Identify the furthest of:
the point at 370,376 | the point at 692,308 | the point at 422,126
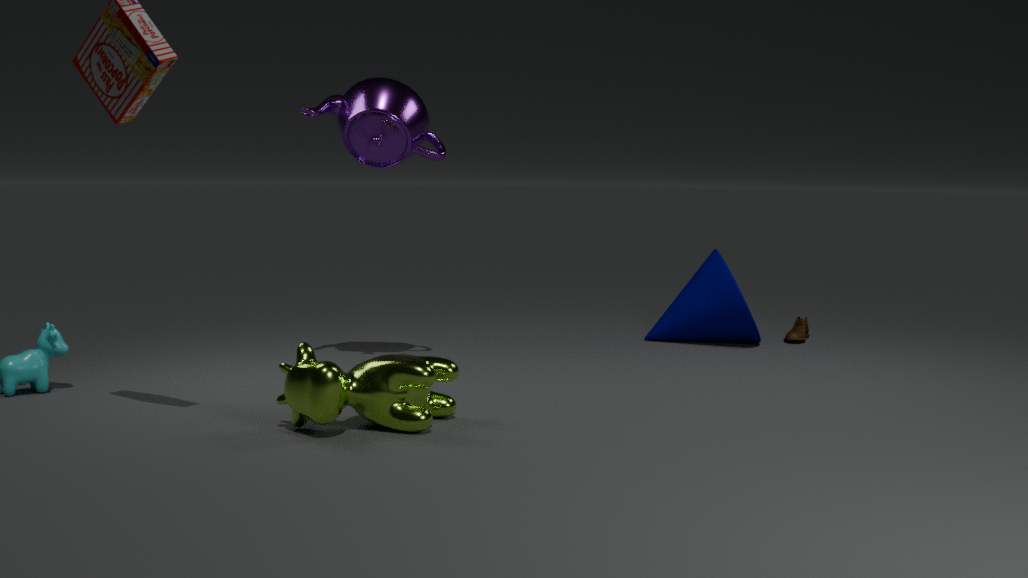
the point at 692,308
